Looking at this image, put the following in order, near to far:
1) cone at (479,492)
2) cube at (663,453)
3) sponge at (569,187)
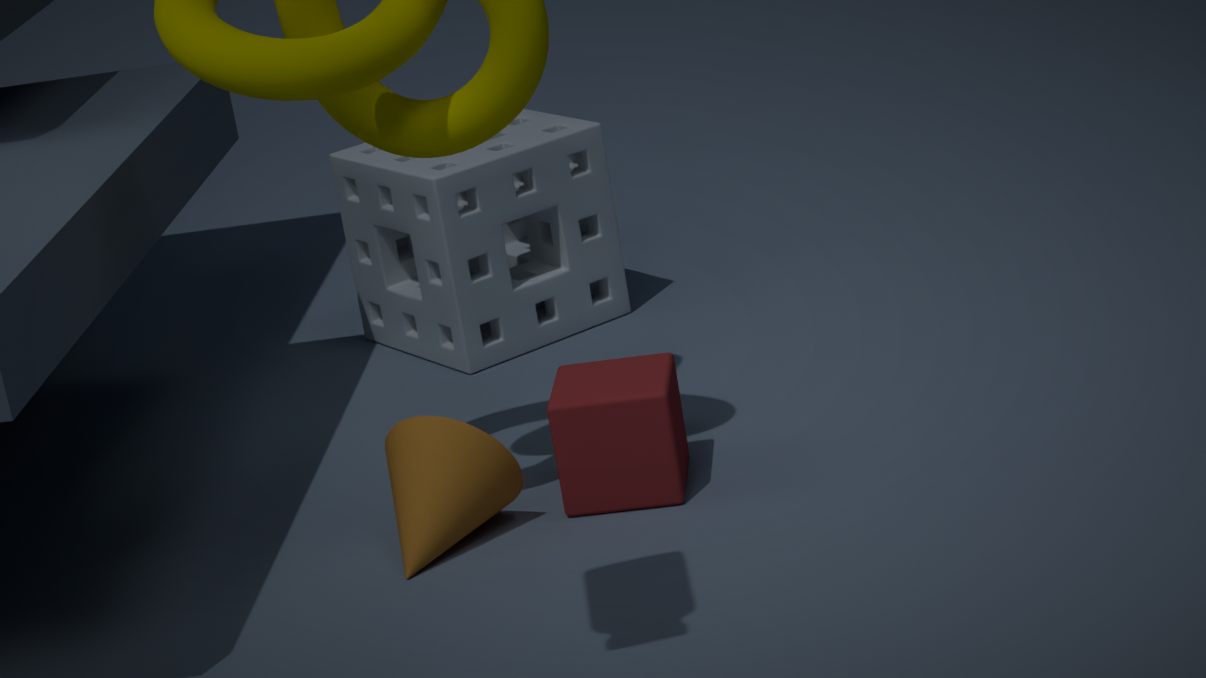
1. 1. cone at (479,492)
2. 2. cube at (663,453)
3. 3. sponge at (569,187)
